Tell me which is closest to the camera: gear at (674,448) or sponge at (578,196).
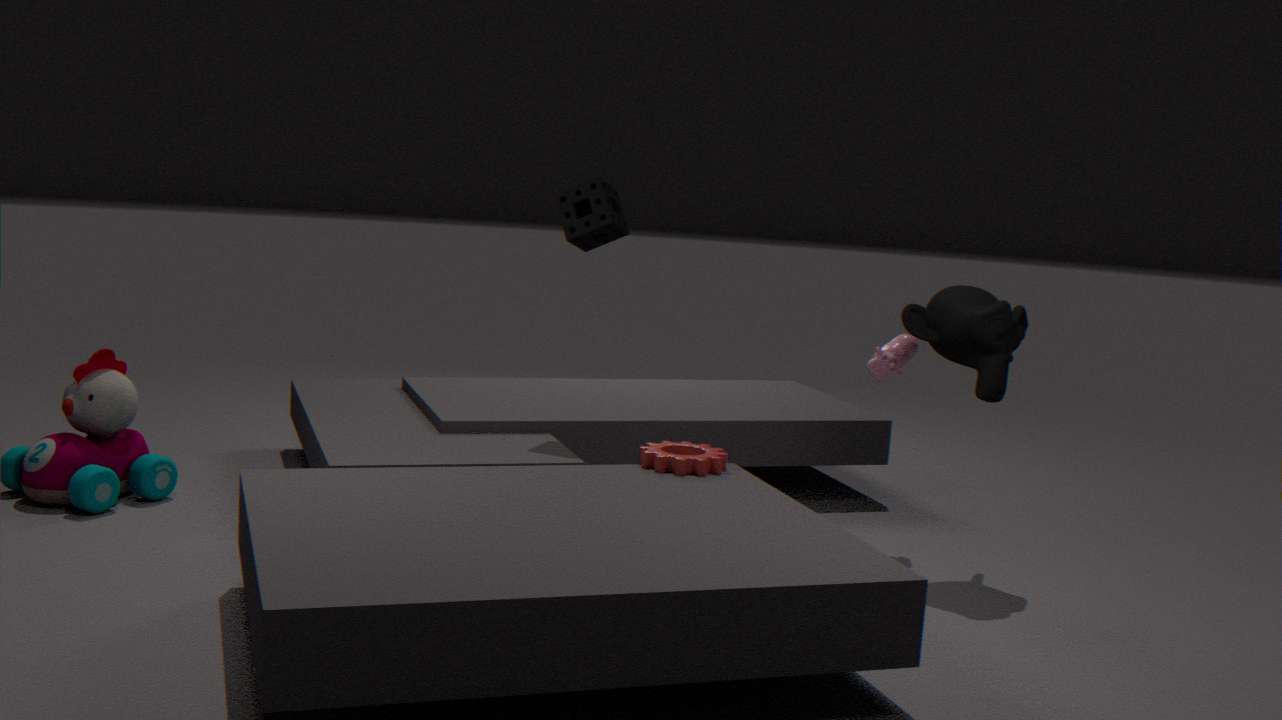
gear at (674,448)
